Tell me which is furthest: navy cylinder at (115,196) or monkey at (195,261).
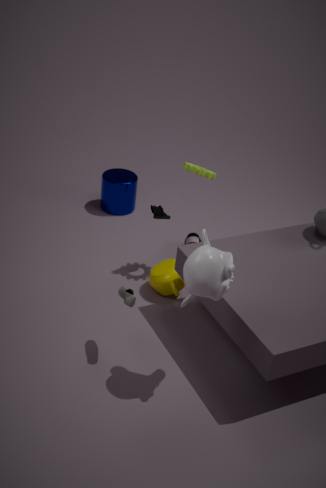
navy cylinder at (115,196)
